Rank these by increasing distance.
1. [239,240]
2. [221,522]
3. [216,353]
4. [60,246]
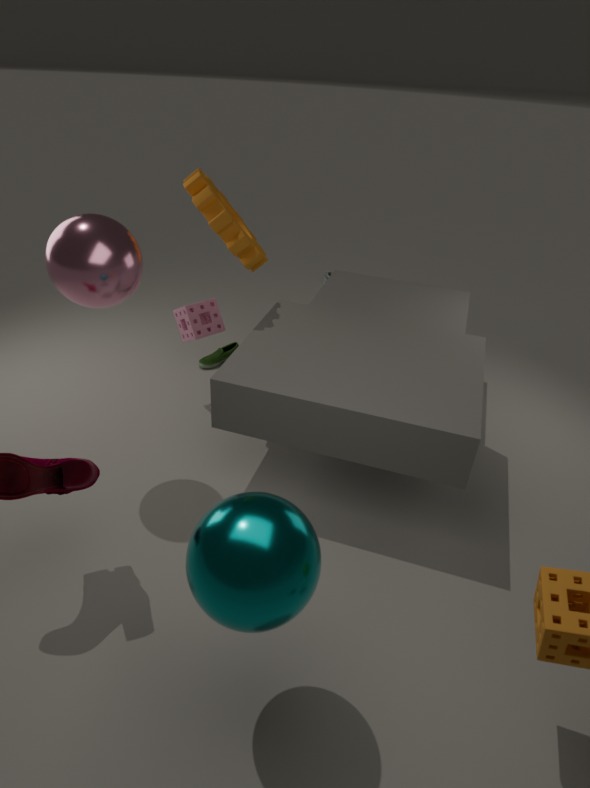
[221,522] < [60,246] < [239,240] < [216,353]
